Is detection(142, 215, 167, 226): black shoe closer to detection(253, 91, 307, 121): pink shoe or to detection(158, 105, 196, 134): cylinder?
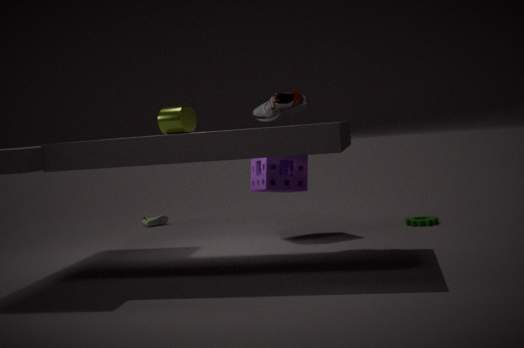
detection(253, 91, 307, 121): pink shoe
